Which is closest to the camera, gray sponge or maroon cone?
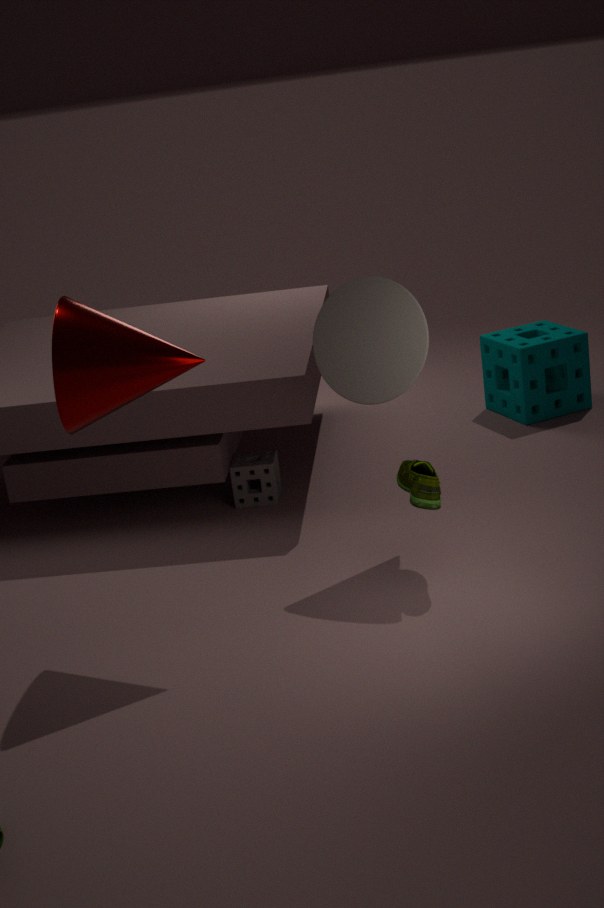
maroon cone
